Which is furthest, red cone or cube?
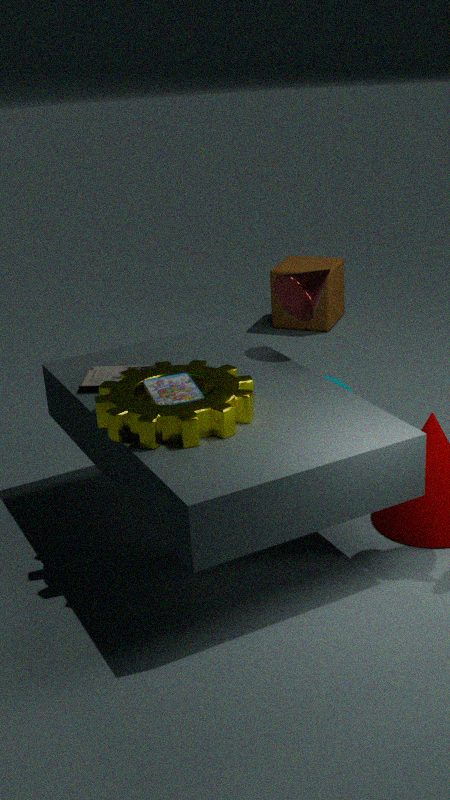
cube
